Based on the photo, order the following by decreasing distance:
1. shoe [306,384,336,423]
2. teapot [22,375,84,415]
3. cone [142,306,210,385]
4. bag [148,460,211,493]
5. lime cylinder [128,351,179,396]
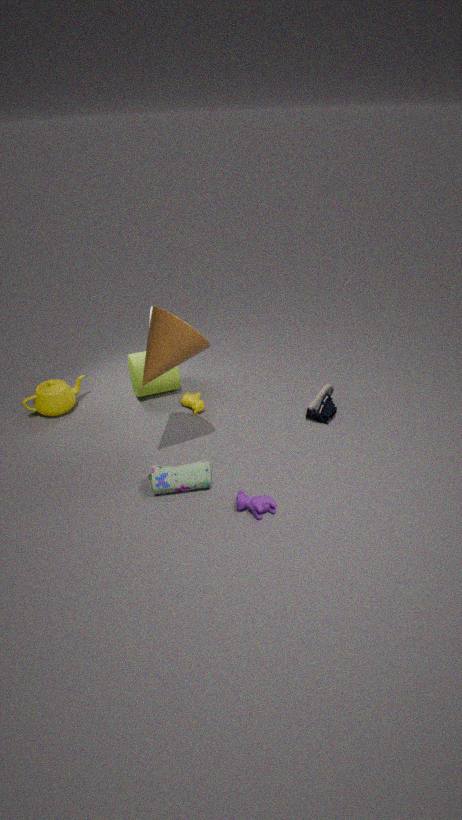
lime cylinder [128,351,179,396]
teapot [22,375,84,415]
shoe [306,384,336,423]
bag [148,460,211,493]
cone [142,306,210,385]
